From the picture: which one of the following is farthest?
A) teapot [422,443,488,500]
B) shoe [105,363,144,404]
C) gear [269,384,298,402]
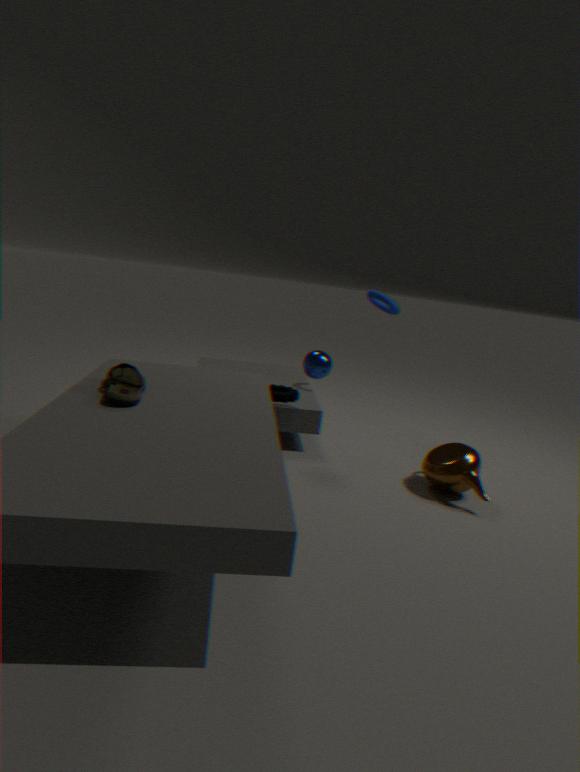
gear [269,384,298,402]
